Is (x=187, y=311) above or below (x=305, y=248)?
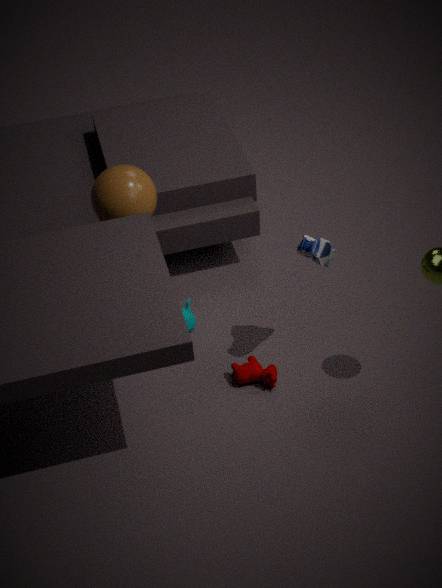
below
